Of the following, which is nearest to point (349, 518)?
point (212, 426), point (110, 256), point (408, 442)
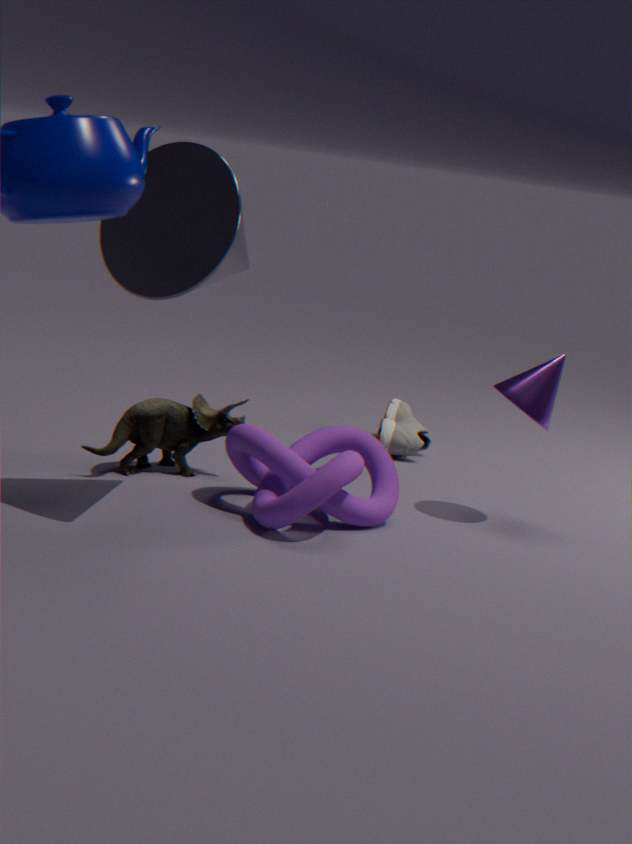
point (212, 426)
